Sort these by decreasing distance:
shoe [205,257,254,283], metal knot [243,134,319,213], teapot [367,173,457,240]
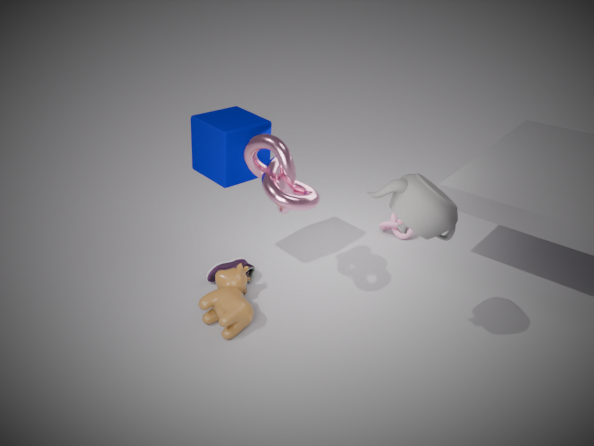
shoe [205,257,254,283] < metal knot [243,134,319,213] < teapot [367,173,457,240]
